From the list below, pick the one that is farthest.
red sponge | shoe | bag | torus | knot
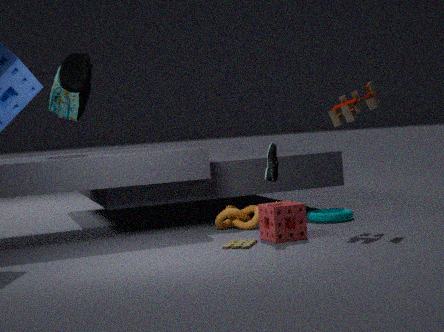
bag
